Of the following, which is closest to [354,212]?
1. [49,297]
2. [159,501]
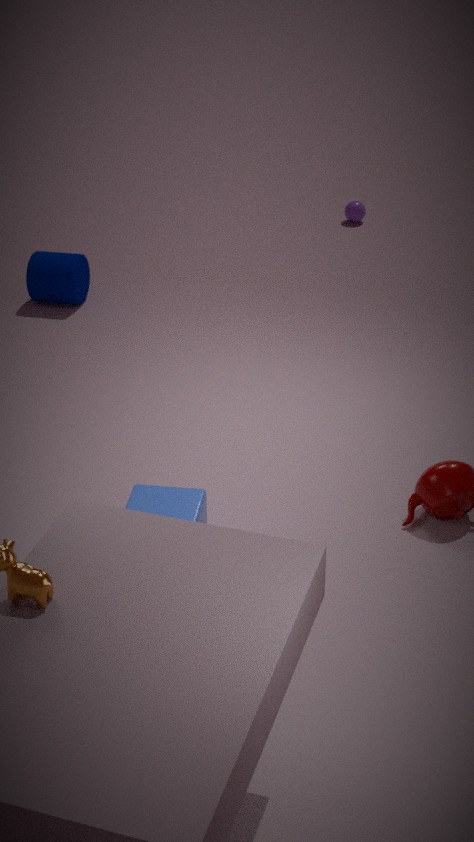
[49,297]
